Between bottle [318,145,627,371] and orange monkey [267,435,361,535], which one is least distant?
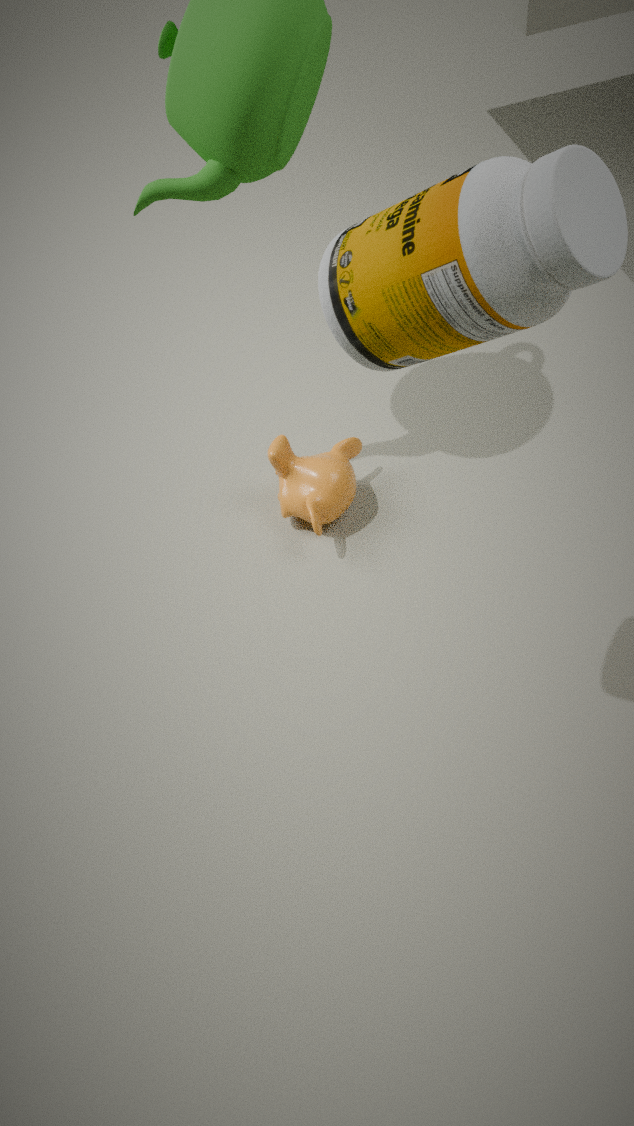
bottle [318,145,627,371]
